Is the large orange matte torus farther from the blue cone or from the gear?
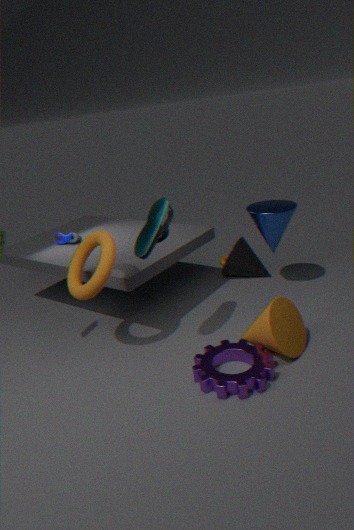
the blue cone
